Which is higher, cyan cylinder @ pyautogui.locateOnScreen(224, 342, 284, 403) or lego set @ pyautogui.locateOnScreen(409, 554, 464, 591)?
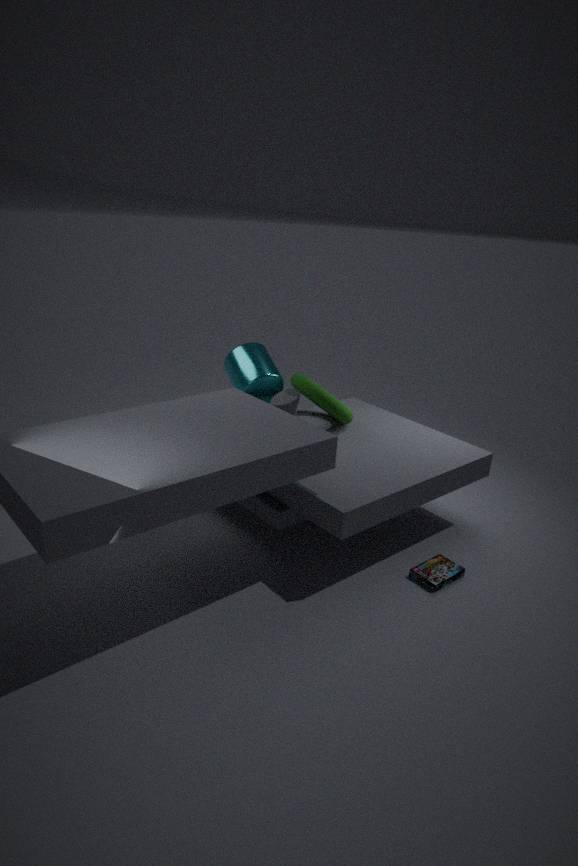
cyan cylinder @ pyautogui.locateOnScreen(224, 342, 284, 403)
